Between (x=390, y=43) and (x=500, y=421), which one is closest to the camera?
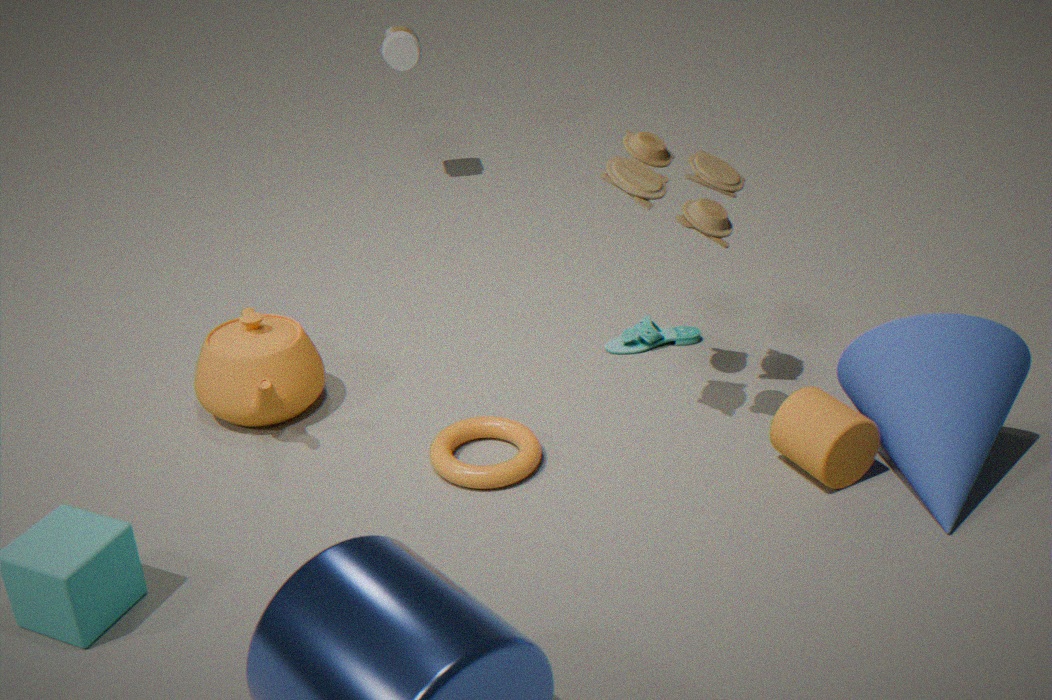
(x=500, y=421)
